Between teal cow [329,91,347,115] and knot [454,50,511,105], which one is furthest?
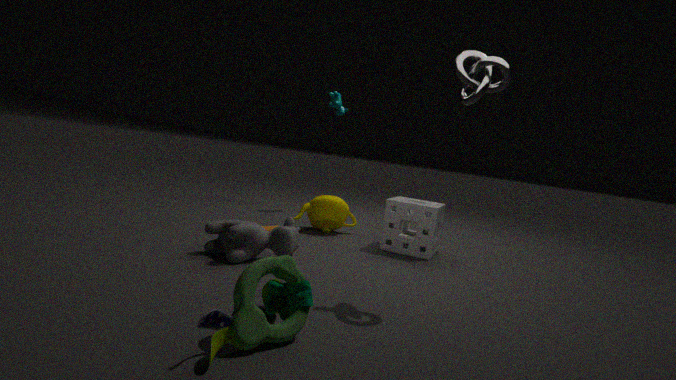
teal cow [329,91,347,115]
